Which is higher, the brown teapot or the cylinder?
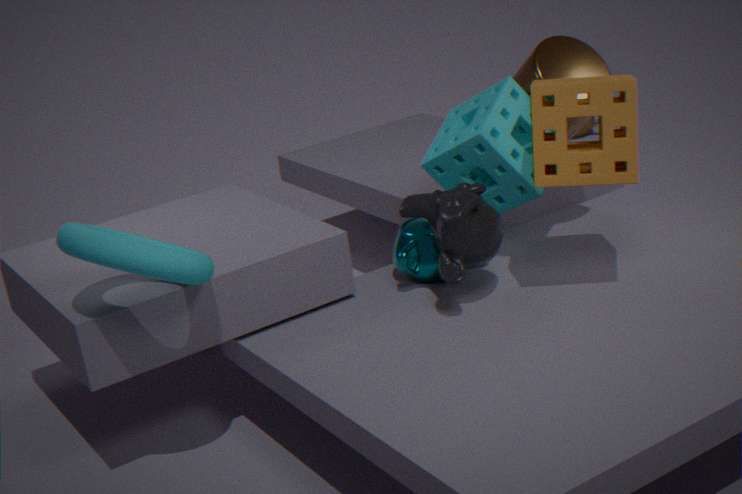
the cylinder
